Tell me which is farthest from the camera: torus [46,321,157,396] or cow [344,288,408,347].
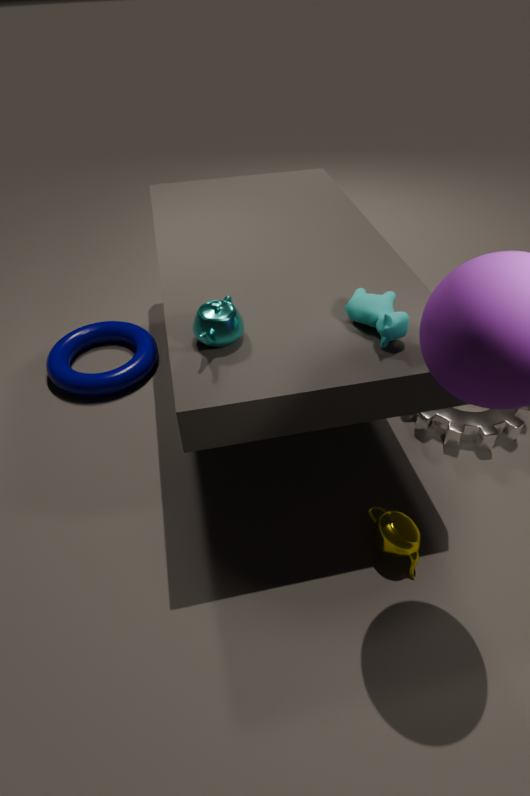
torus [46,321,157,396]
